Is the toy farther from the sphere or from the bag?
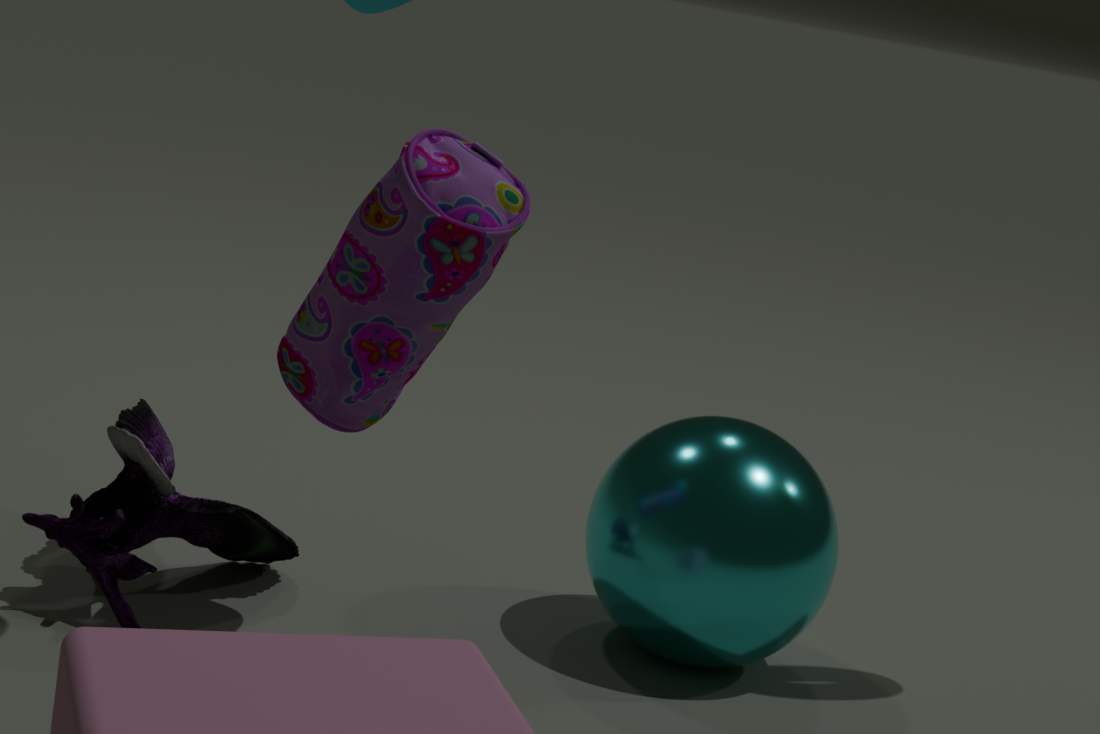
the sphere
